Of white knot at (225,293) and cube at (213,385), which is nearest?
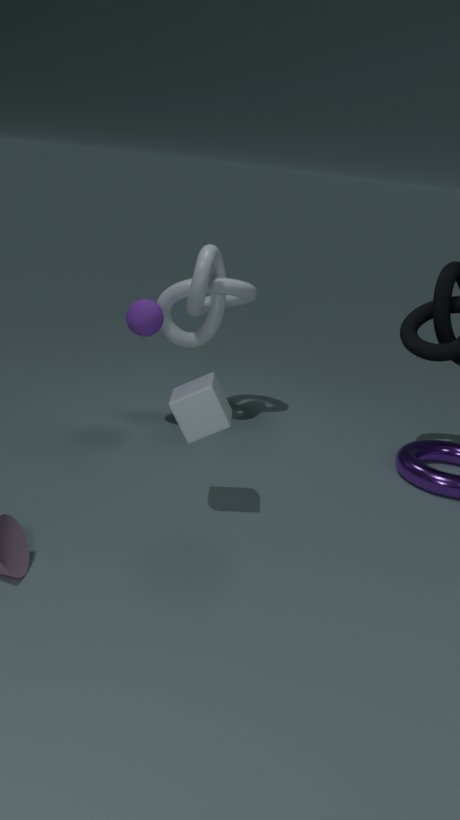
cube at (213,385)
